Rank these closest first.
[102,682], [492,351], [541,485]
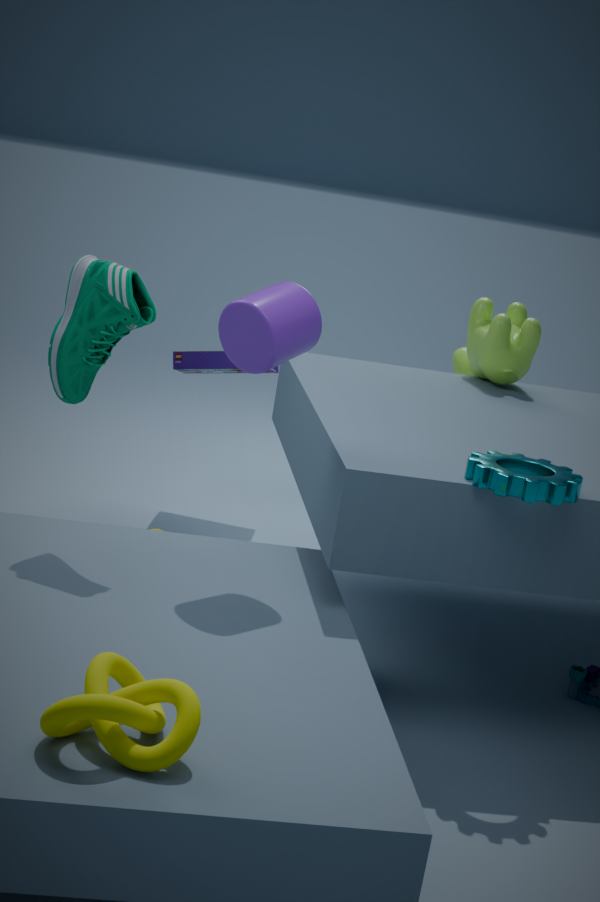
[102,682] < [541,485] < [492,351]
